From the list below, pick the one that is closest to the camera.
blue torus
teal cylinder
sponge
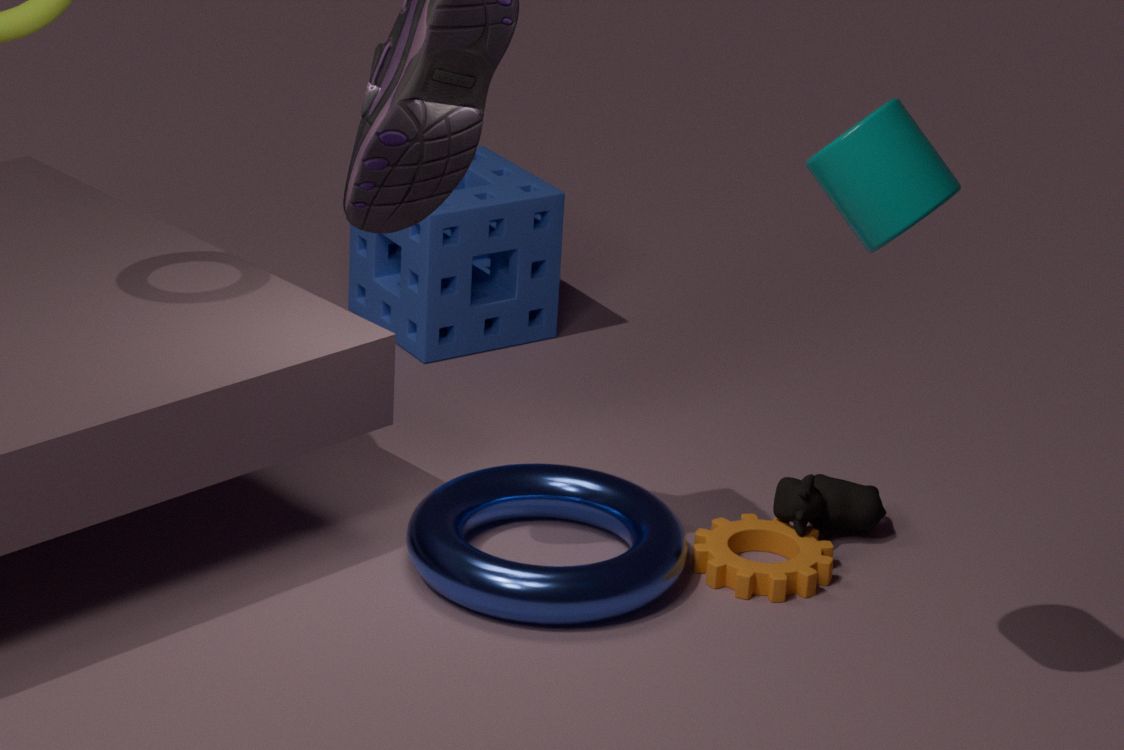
teal cylinder
